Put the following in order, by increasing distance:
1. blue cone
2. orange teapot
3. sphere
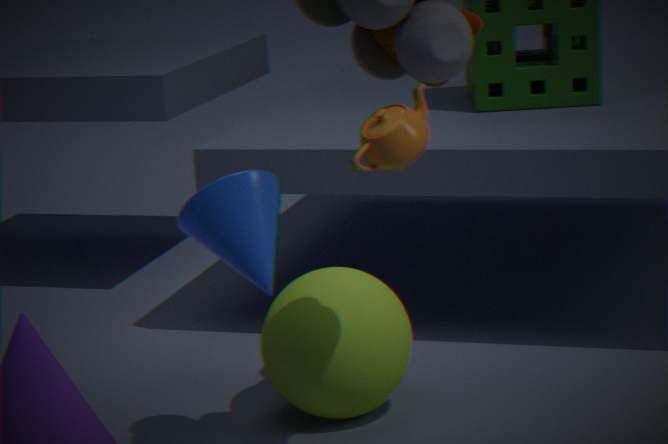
blue cone → sphere → orange teapot
